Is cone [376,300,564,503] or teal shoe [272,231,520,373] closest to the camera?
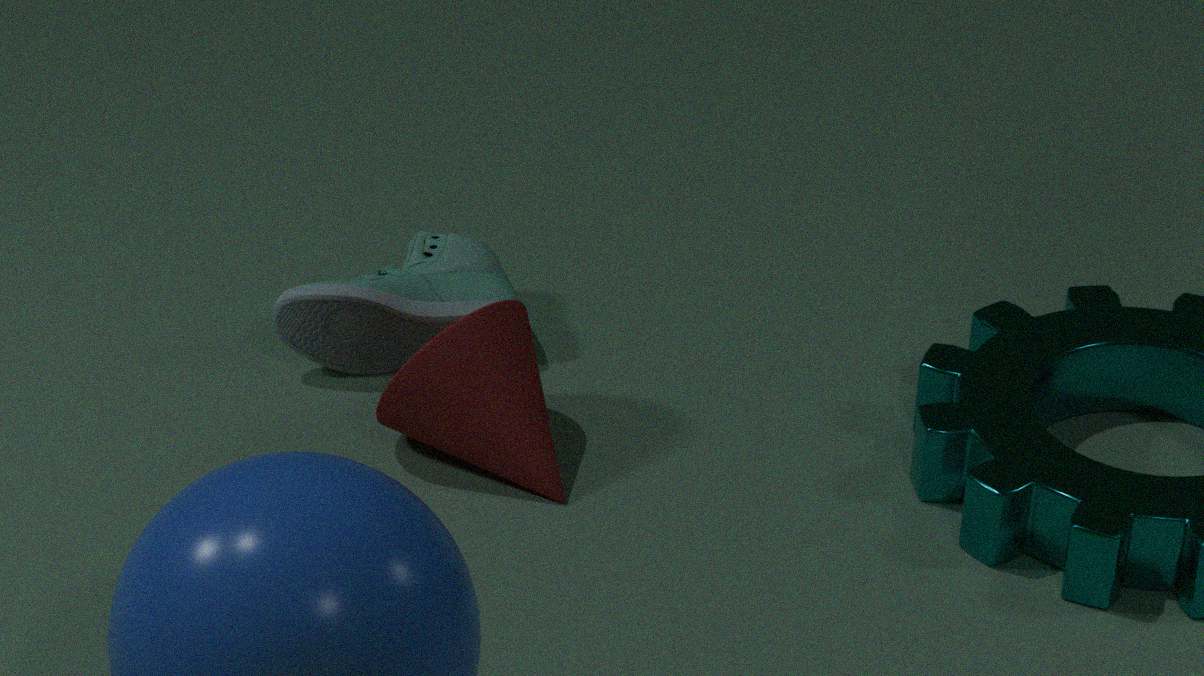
cone [376,300,564,503]
